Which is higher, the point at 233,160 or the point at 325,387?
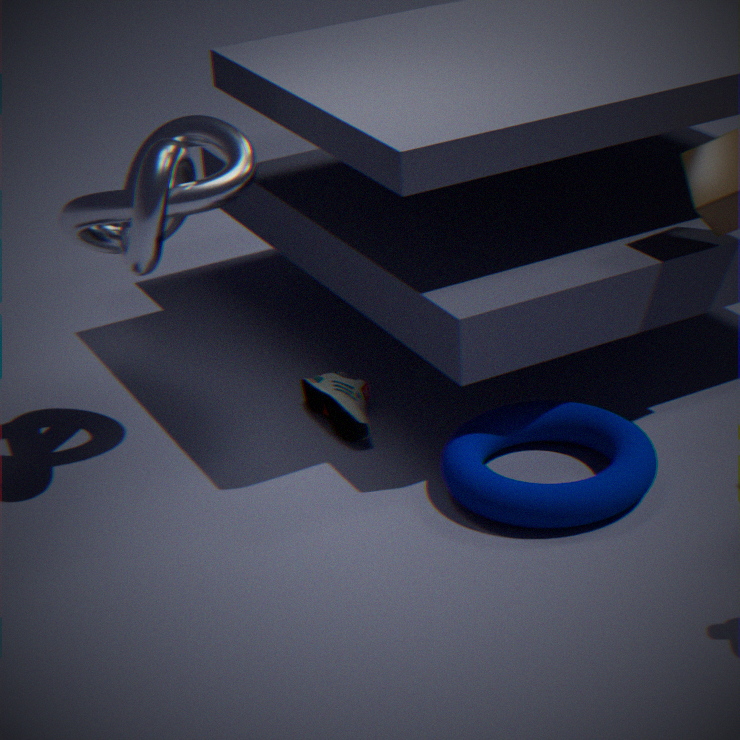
the point at 233,160
